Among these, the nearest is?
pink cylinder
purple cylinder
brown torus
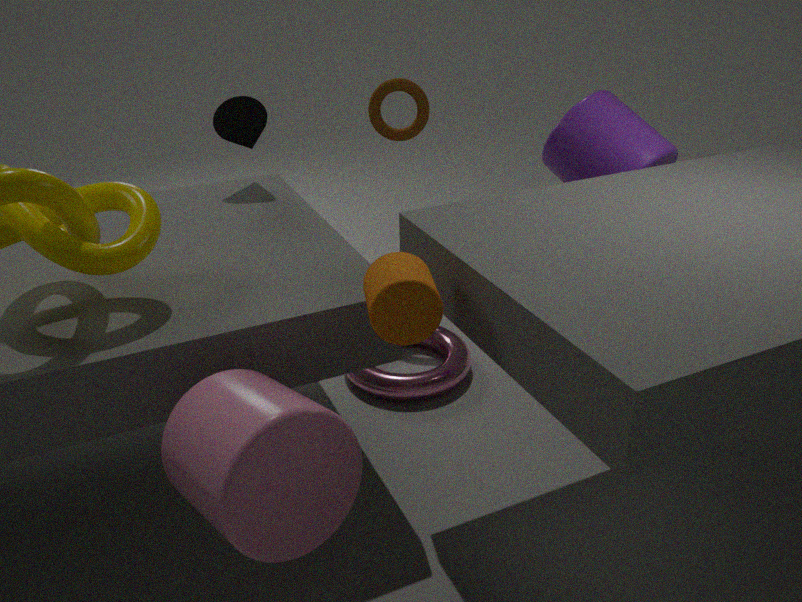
pink cylinder
